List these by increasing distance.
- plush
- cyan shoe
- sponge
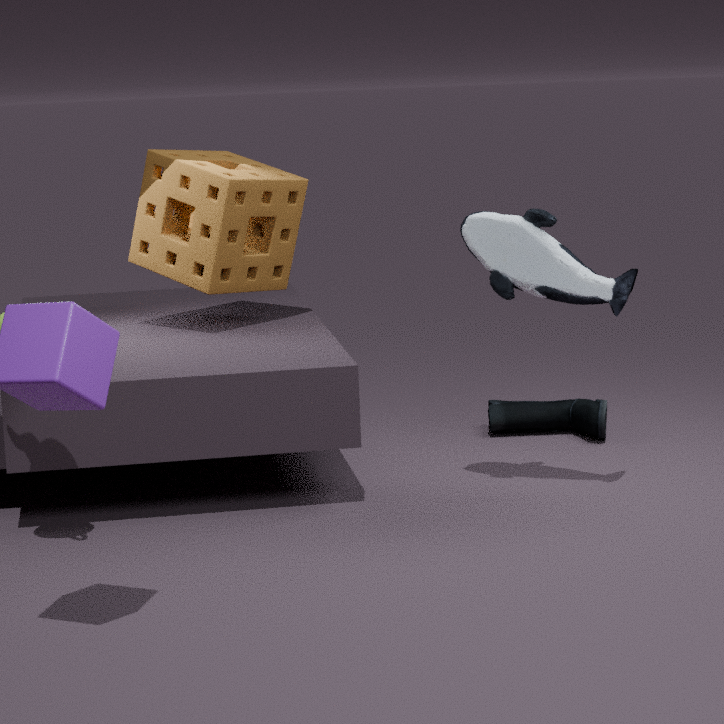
plush < sponge < cyan shoe
